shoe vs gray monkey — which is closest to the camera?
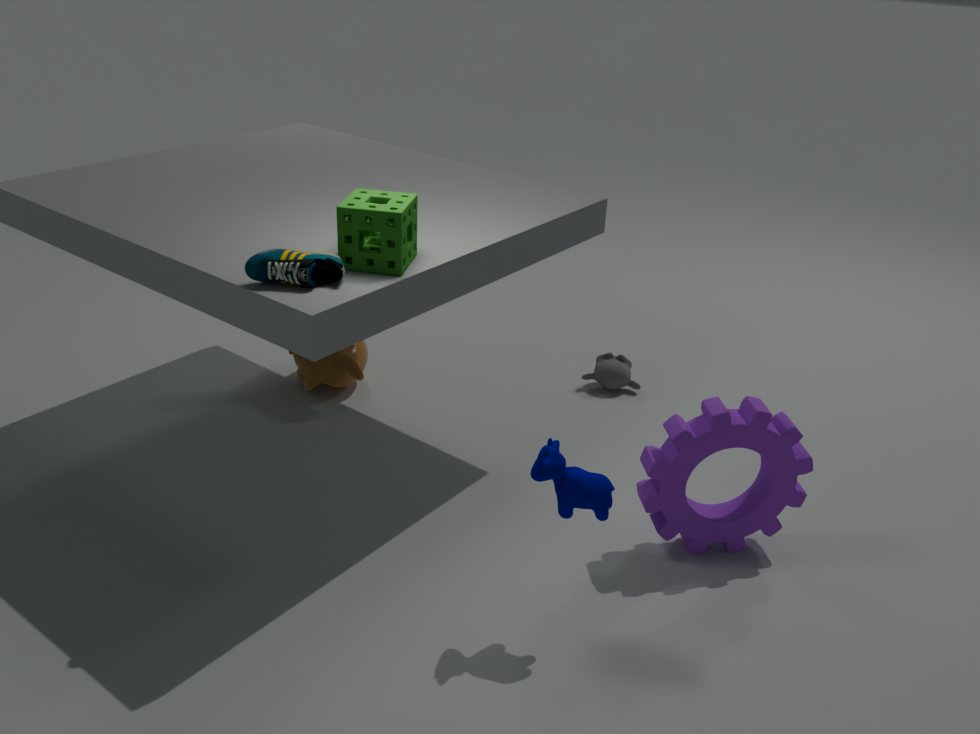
shoe
